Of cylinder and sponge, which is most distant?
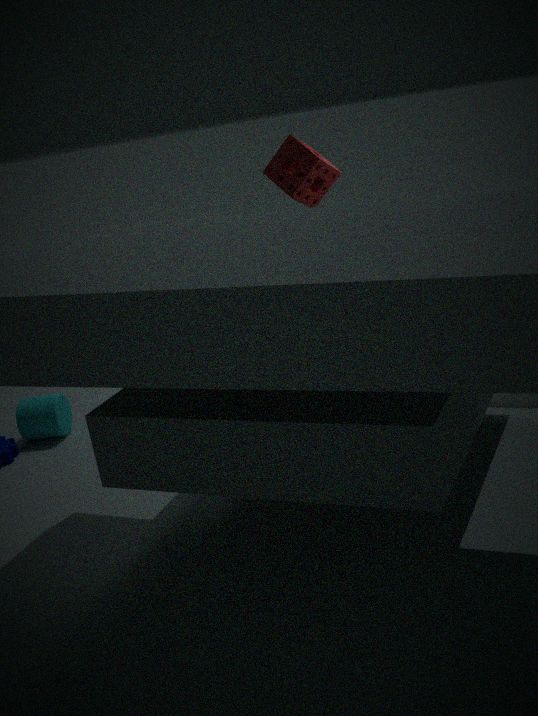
cylinder
